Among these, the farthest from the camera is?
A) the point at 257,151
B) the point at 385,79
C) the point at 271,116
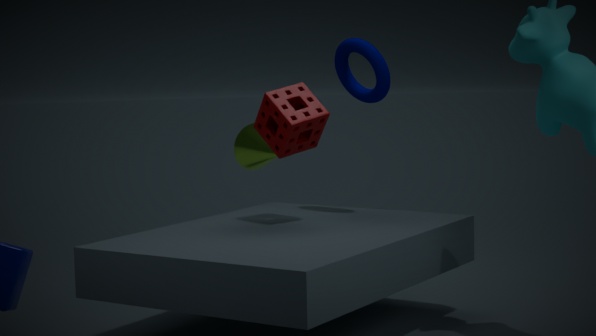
the point at 257,151
